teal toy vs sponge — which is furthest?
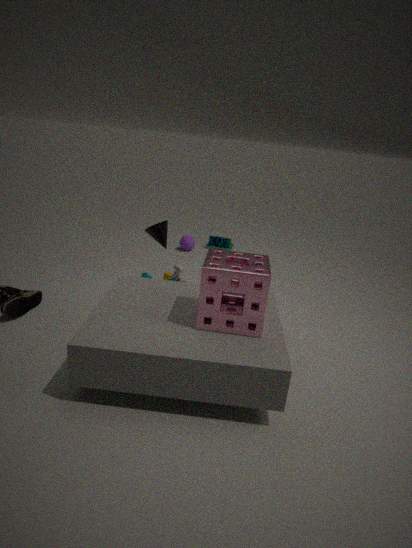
teal toy
